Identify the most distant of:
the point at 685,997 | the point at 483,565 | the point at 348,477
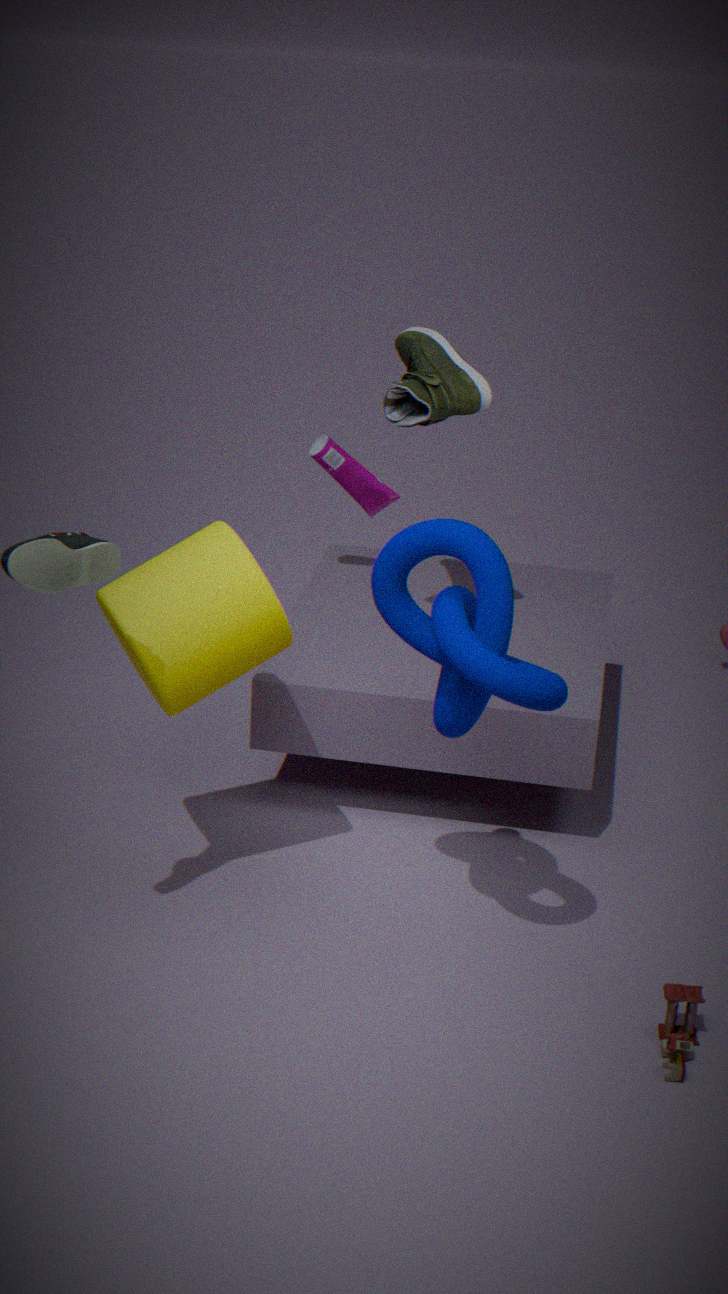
the point at 348,477
